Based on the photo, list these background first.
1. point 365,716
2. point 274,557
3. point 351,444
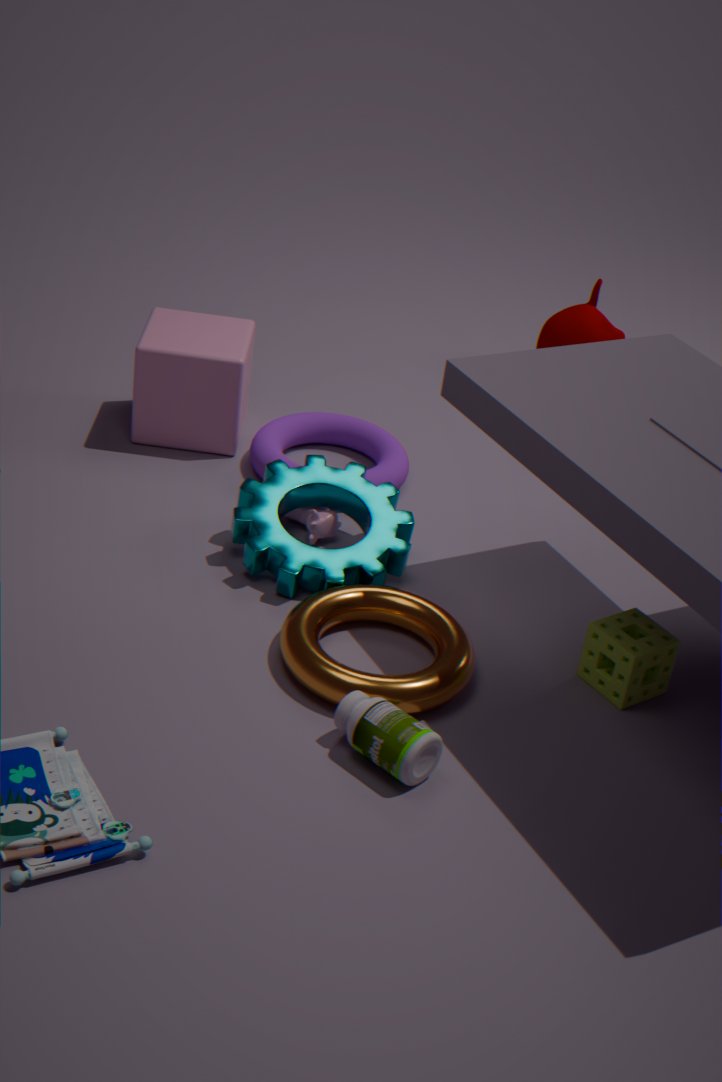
1. point 351,444
2. point 274,557
3. point 365,716
